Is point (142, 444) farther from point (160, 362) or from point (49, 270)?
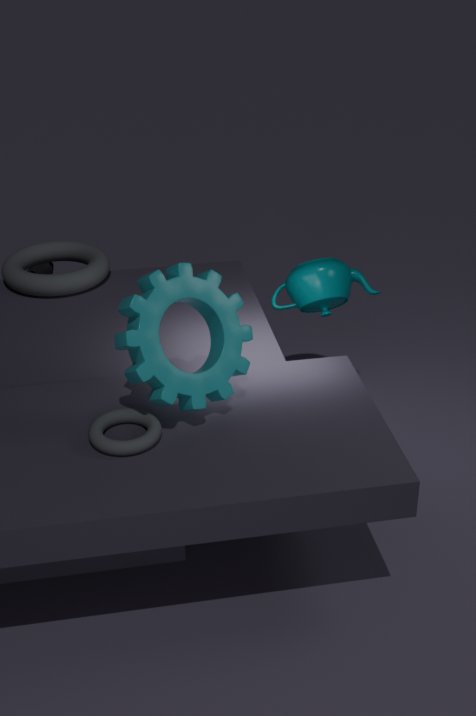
point (49, 270)
